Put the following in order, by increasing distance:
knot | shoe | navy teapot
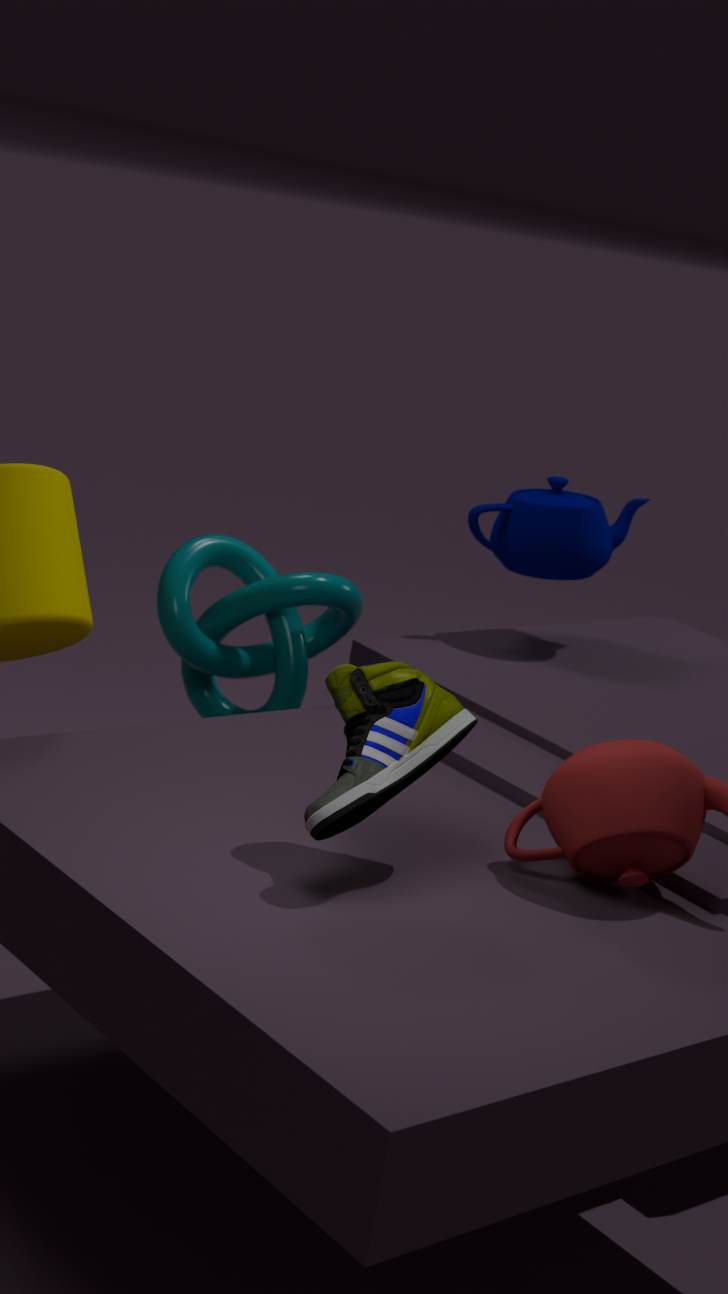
shoe < knot < navy teapot
